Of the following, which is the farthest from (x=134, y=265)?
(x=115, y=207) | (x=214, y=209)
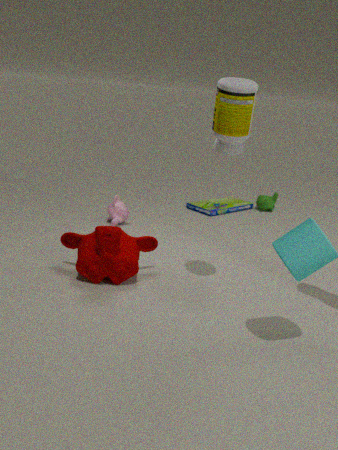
(x=214, y=209)
